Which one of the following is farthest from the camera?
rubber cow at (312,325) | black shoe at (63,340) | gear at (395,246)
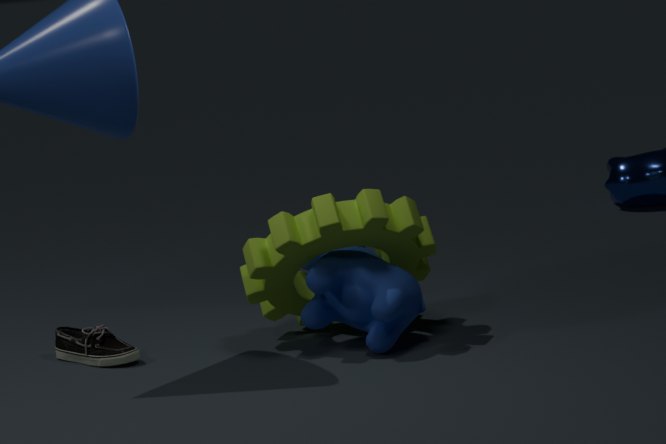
black shoe at (63,340)
